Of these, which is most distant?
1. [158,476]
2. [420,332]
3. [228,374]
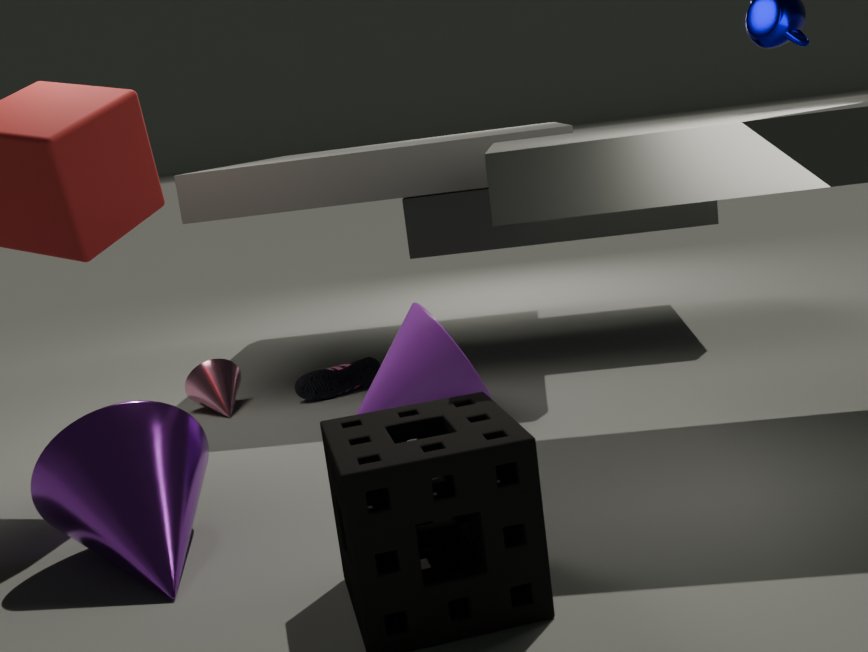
[228,374]
